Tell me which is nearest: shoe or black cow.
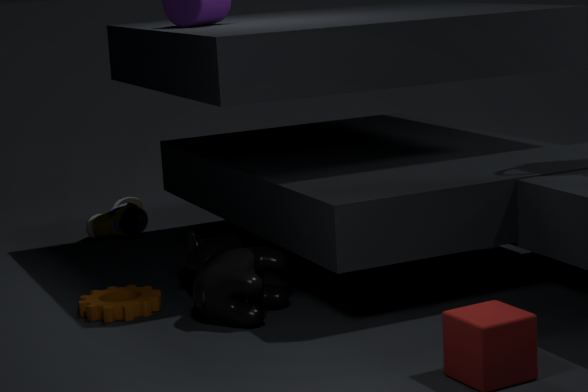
black cow
